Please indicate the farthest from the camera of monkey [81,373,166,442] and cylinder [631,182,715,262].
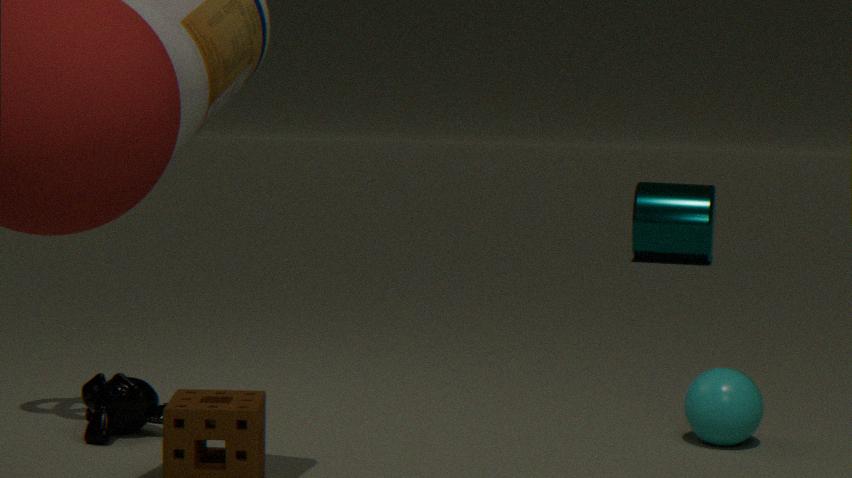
cylinder [631,182,715,262]
